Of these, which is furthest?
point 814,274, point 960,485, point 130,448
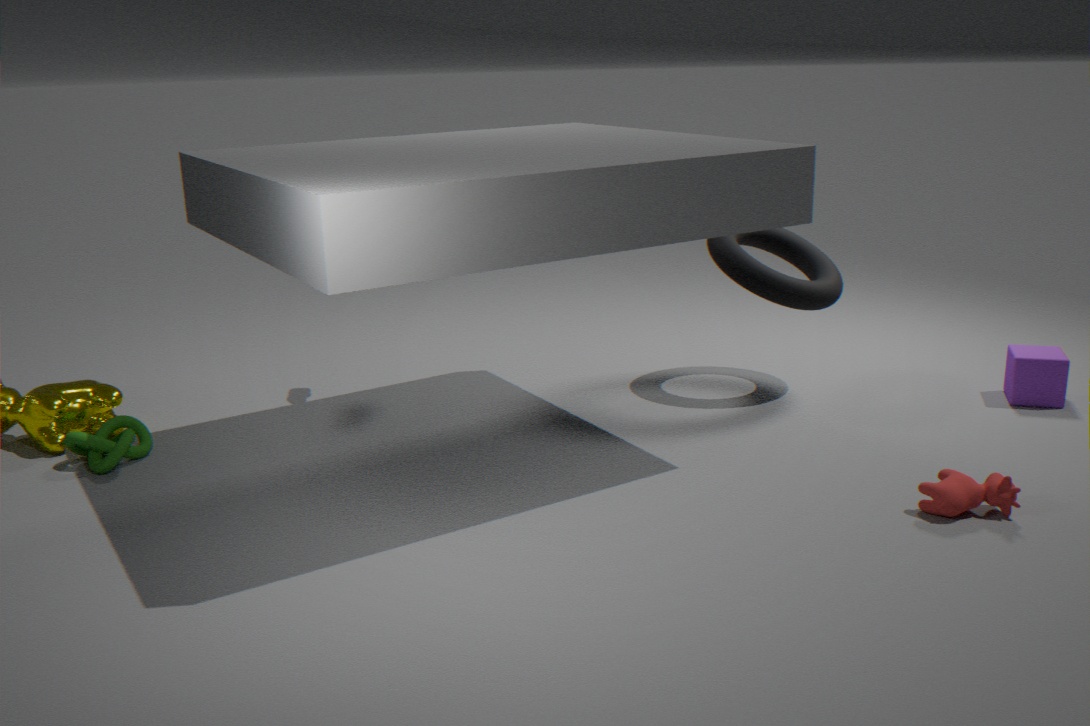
point 814,274
